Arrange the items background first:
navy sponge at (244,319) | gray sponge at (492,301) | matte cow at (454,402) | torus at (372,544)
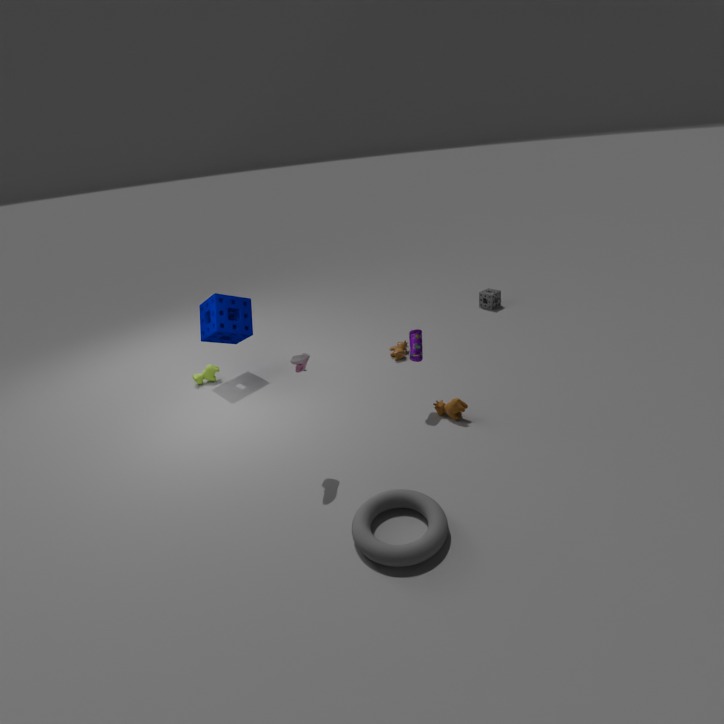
1. gray sponge at (492,301)
2. navy sponge at (244,319)
3. matte cow at (454,402)
4. torus at (372,544)
